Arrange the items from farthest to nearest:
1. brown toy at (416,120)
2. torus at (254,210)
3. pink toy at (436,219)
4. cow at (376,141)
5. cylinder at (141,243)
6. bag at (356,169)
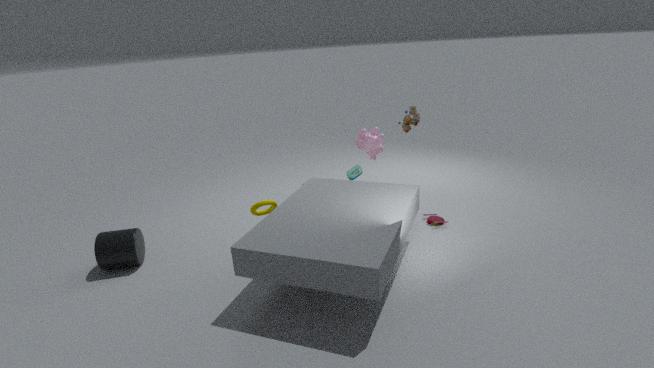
1. brown toy at (416,120)
2. cow at (376,141)
3. pink toy at (436,219)
4. bag at (356,169)
5. torus at (254,210)
6. cylinder at (141,243)
